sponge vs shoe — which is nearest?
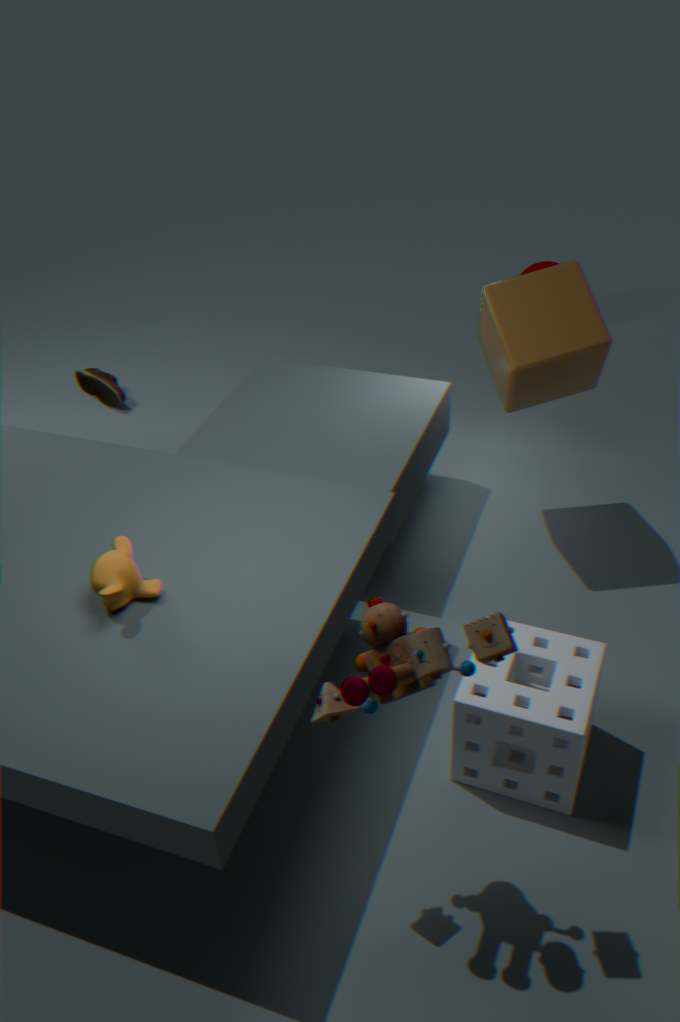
sponge
